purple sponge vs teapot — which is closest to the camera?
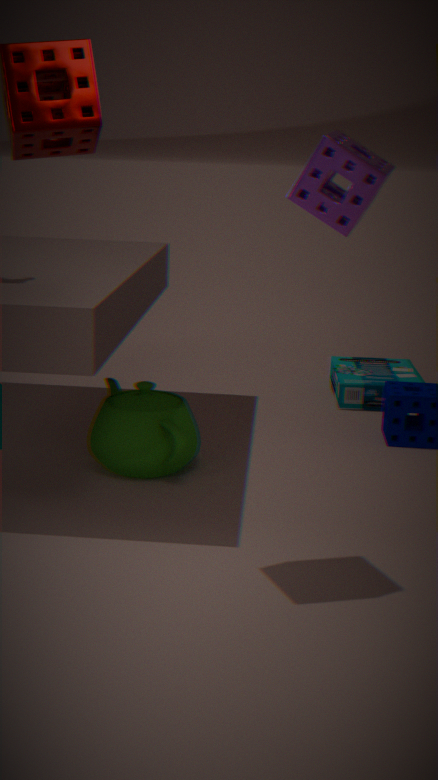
purple sponge
